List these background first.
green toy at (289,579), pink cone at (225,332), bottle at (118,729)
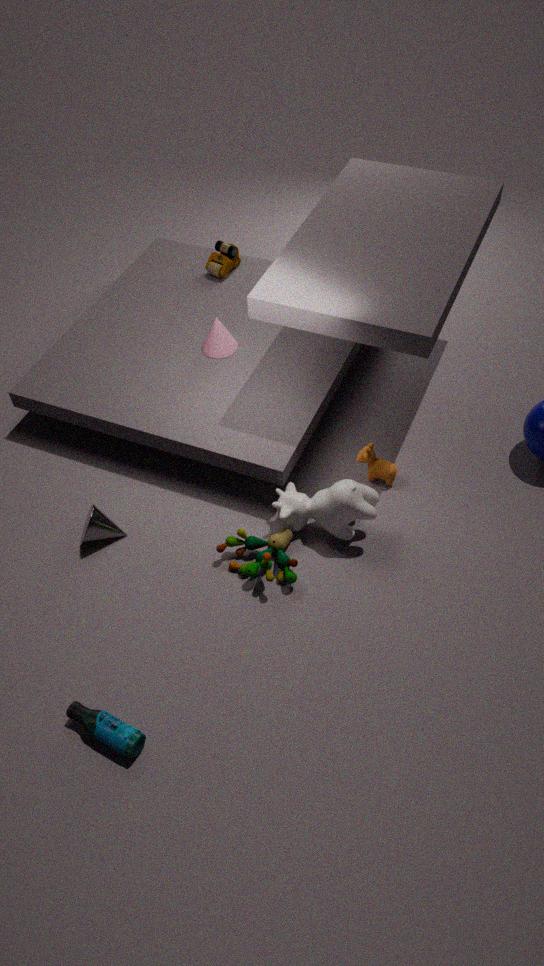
1. pink cone at (225,332)
2. green toy at (289,579)
3. bottle at (118,729)
